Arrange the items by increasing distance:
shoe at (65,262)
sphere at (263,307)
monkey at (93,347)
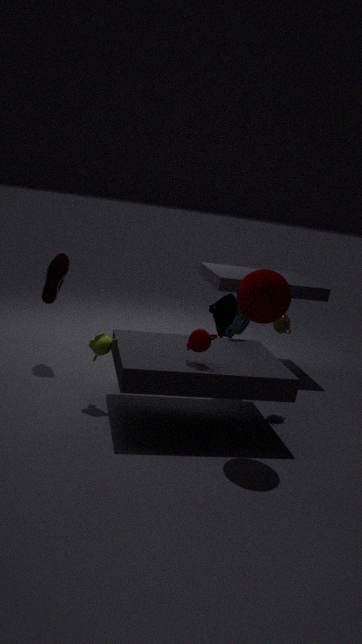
sphere at (263,307) < monkey at (93,347) < shoe at (65,262)
